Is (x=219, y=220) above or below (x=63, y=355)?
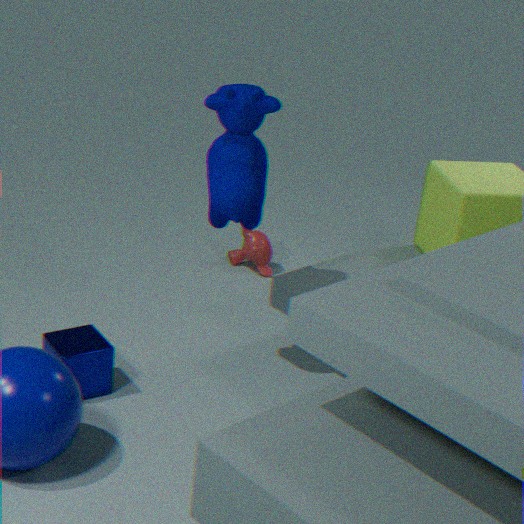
above
